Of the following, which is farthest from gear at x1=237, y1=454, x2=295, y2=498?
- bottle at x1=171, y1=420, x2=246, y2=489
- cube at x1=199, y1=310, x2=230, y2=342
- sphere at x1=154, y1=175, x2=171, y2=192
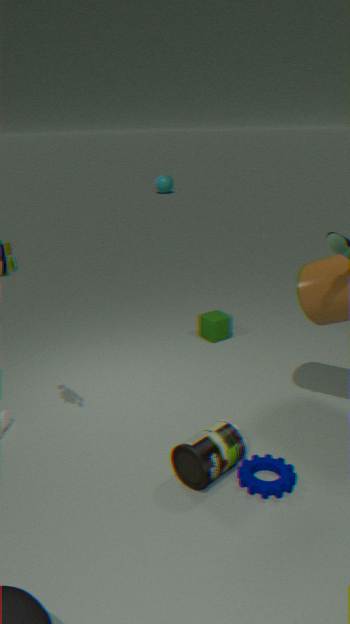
sphere at x1=154, y1=175, x2=171, y2=192
